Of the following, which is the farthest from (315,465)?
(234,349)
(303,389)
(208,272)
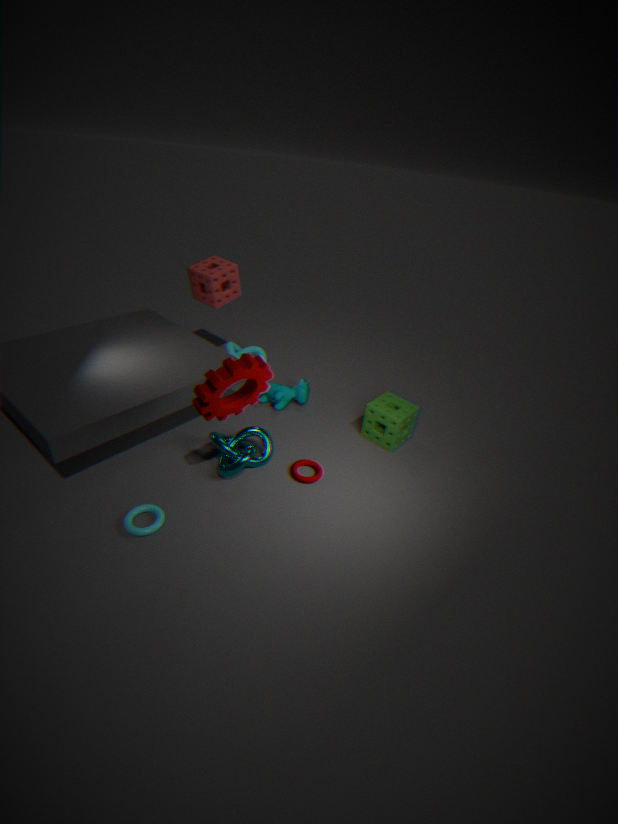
(208,272)
